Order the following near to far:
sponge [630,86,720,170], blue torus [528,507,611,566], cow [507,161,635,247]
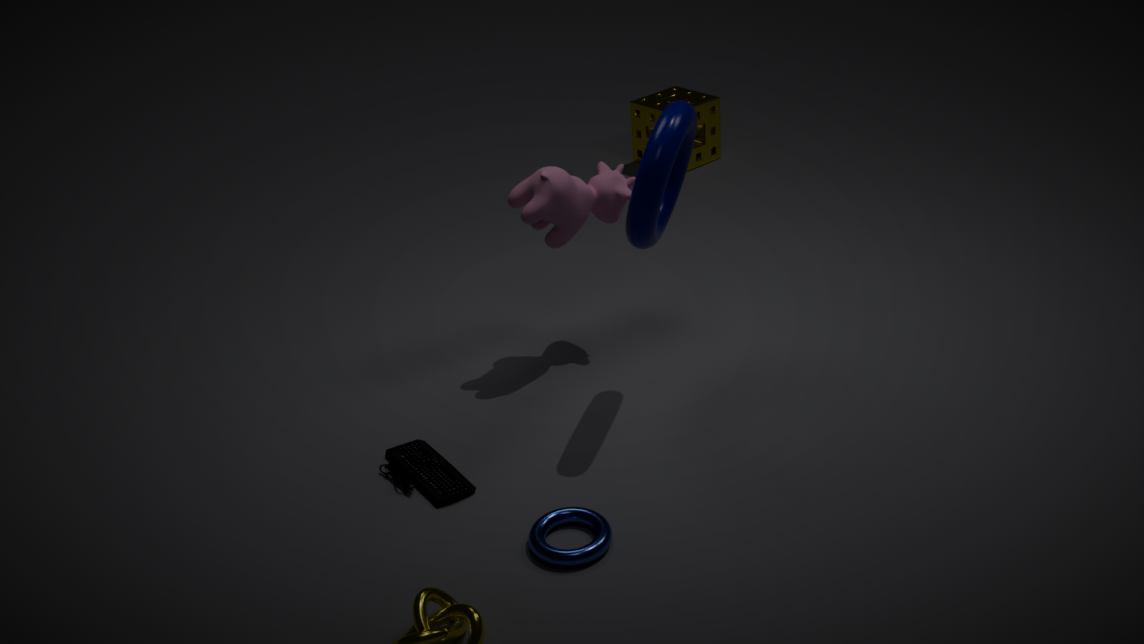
blue torus [528,507,611,566], cow [507,161,635,247], sponge [630,86,720,170]
